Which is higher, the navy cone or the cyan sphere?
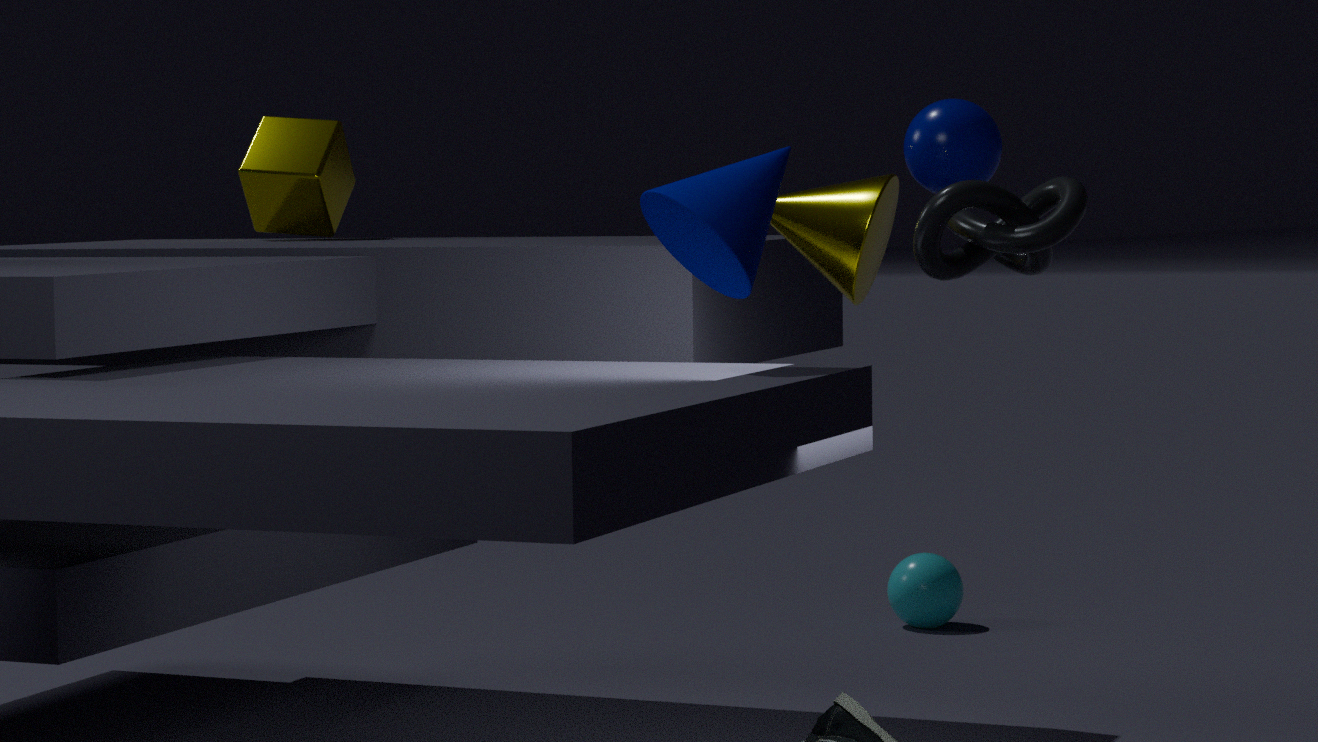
the navy cone
